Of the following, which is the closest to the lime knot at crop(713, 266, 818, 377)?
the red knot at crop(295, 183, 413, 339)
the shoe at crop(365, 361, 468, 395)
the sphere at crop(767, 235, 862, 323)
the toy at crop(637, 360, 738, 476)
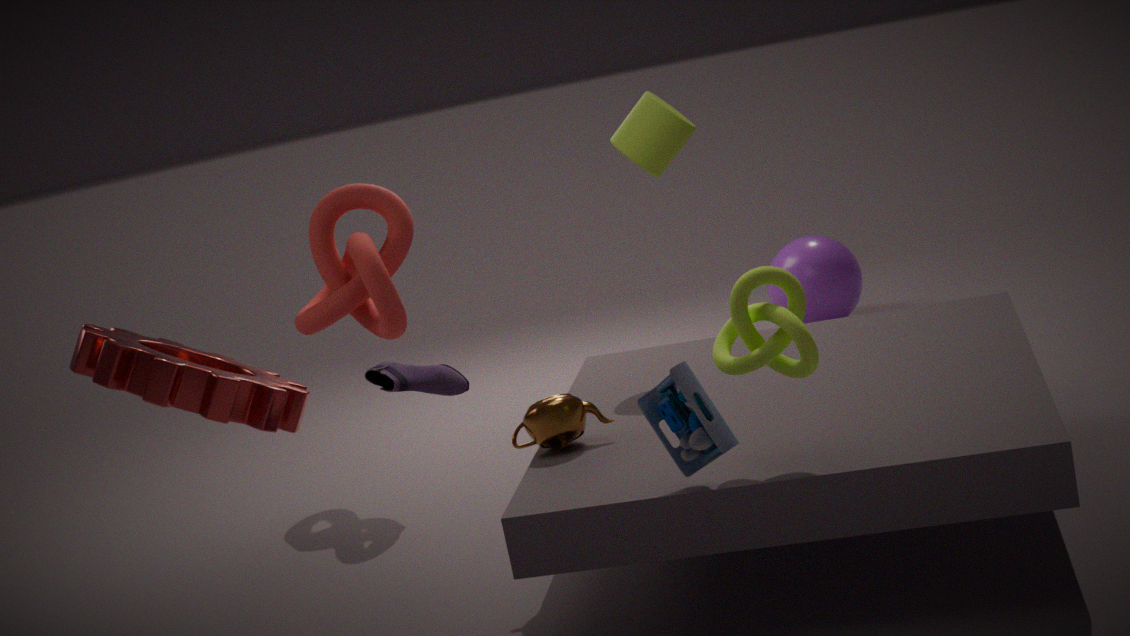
the toy at crop(637, 360, 738, 476)
